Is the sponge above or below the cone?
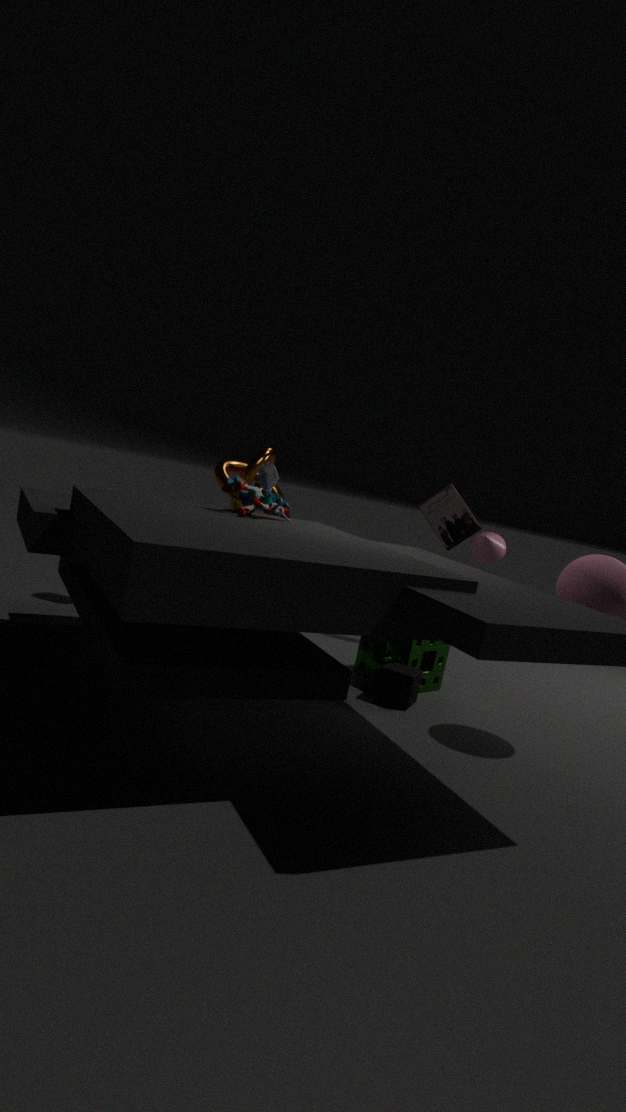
below
